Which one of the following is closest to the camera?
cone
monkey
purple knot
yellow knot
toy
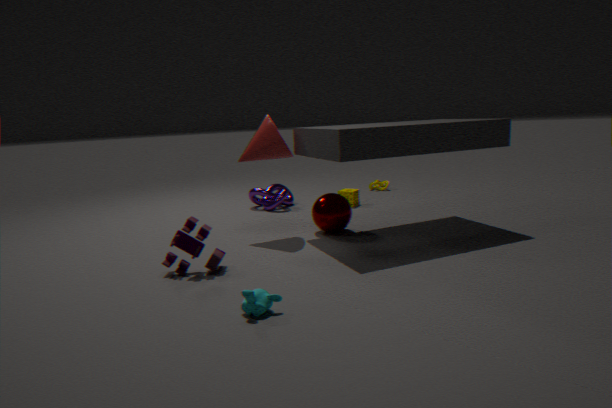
monkey
